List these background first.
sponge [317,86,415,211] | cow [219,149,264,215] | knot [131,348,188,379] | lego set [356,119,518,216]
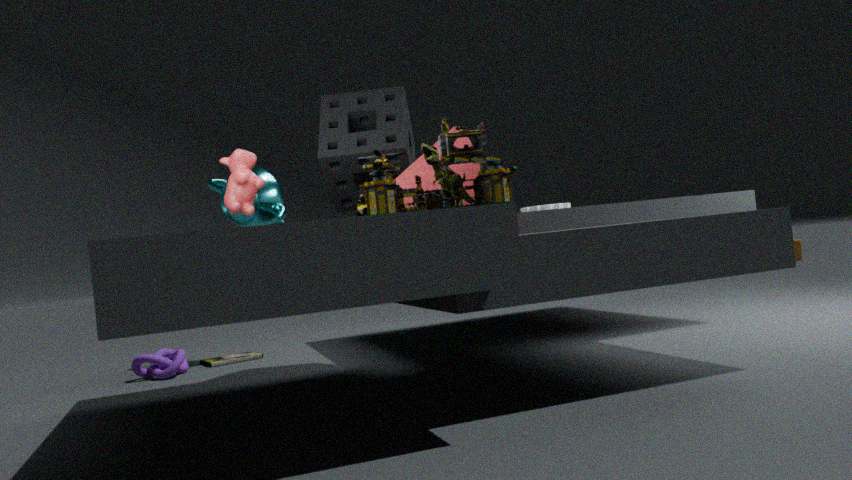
knot [131,348,188,379] → sponge [317,86,415,211] → cow [219,149,264,215] → lego set [356,119,518,216]
